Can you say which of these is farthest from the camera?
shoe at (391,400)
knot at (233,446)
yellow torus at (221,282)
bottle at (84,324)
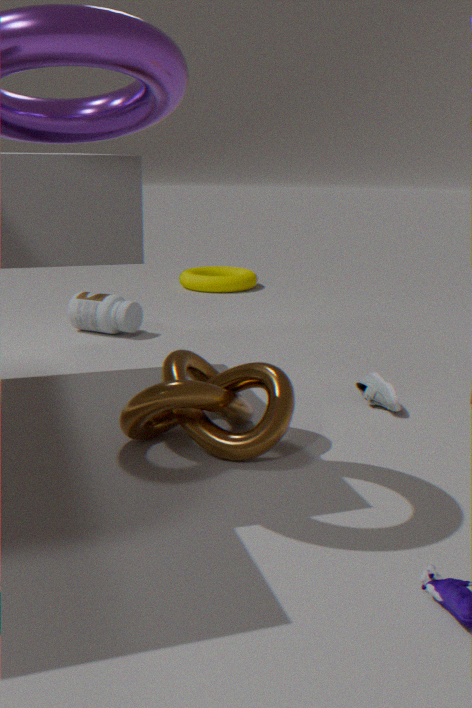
yellow torus at (221,282)
